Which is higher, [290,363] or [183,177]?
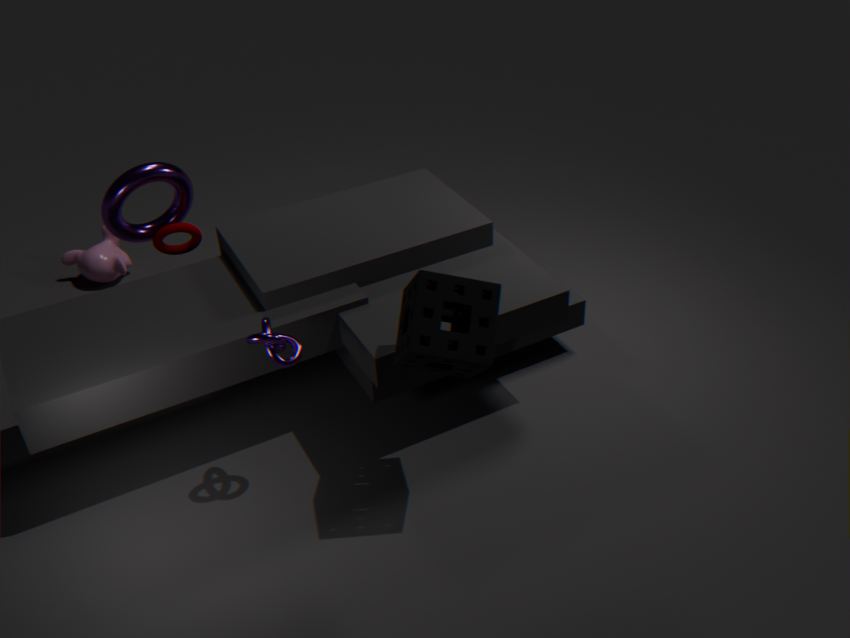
[183,177]
